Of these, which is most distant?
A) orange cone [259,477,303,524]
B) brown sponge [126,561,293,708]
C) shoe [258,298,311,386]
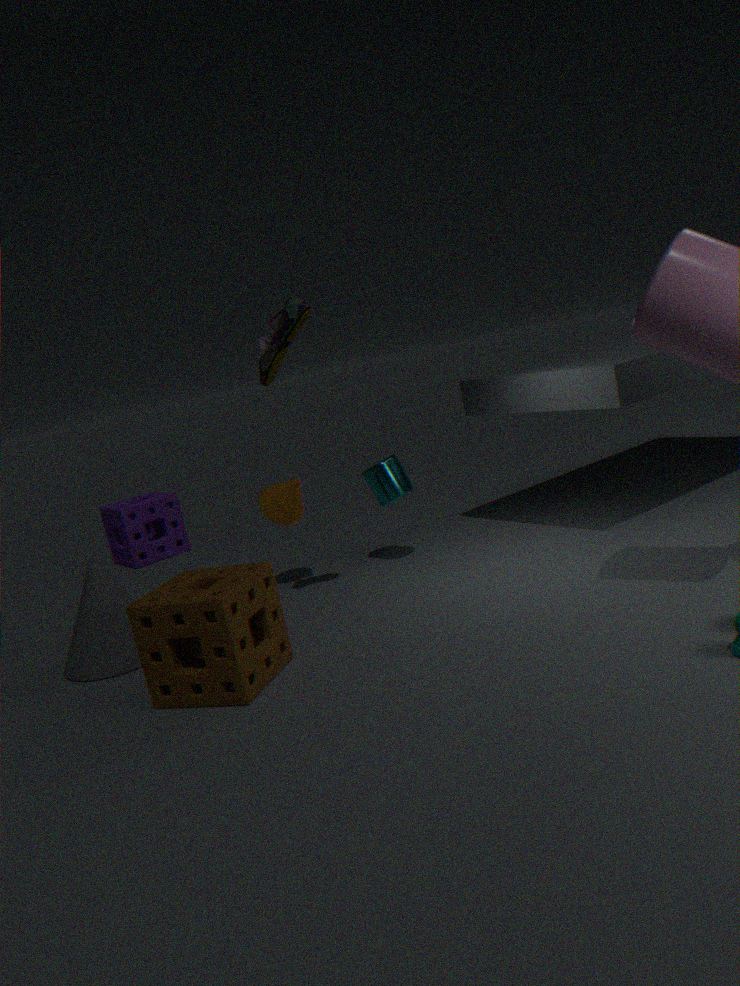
orange cone [259,477,303,524]
